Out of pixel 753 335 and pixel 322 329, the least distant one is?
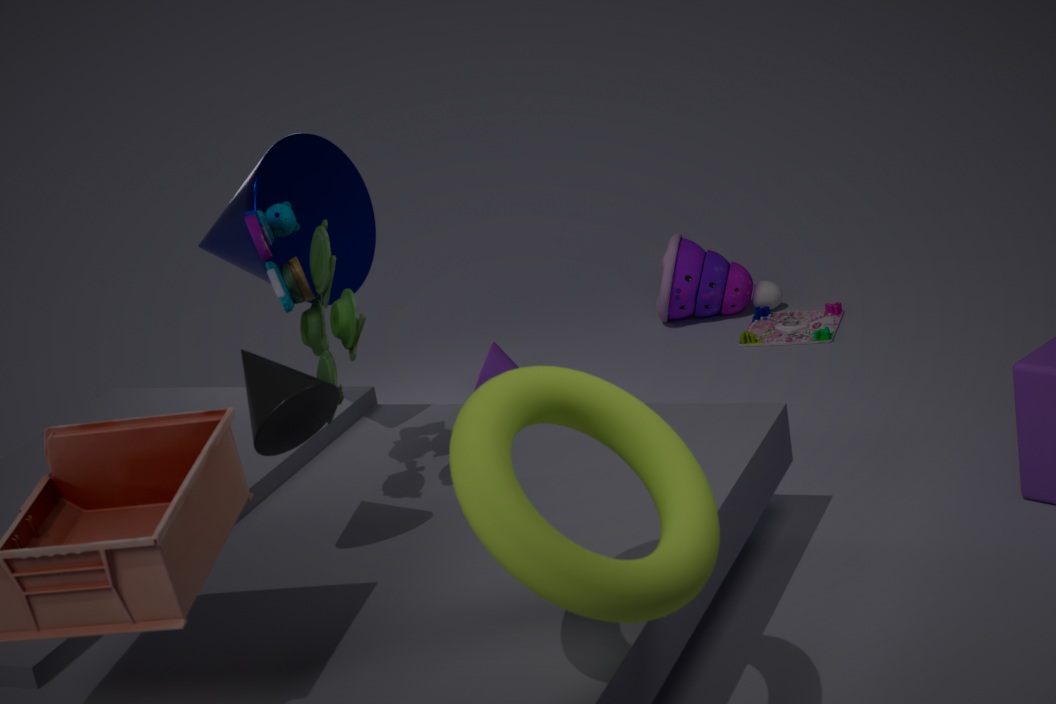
pixel 322 329
